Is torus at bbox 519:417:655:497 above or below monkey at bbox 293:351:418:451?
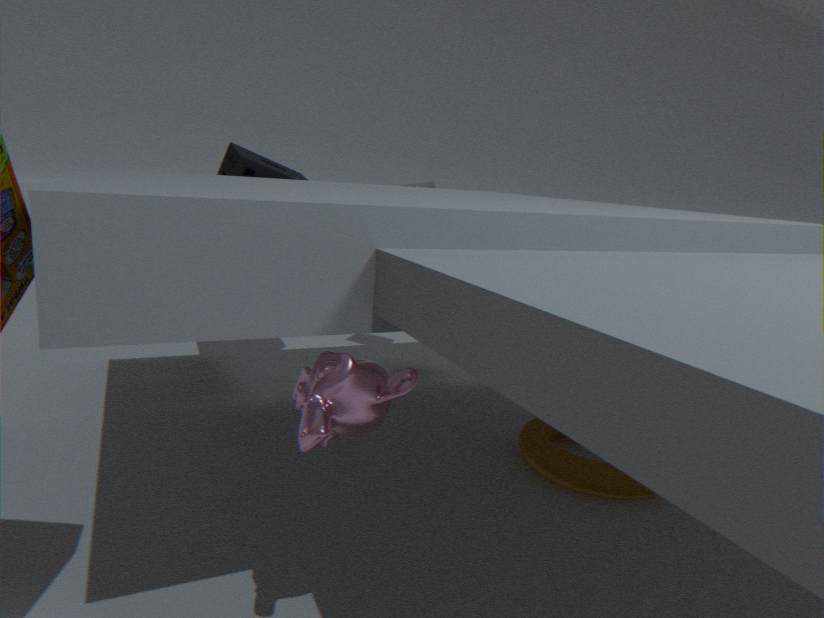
below
